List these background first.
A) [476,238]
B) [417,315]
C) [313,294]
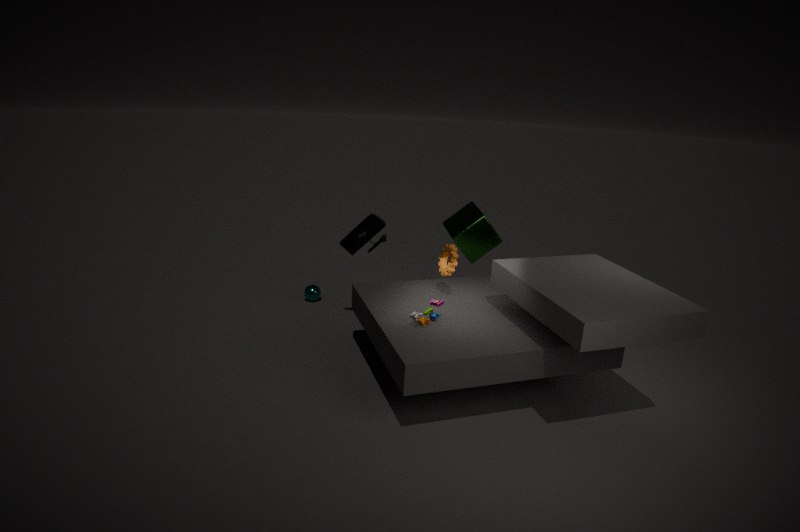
C. [313,294] → A. [476,238] → B. [417,315]
